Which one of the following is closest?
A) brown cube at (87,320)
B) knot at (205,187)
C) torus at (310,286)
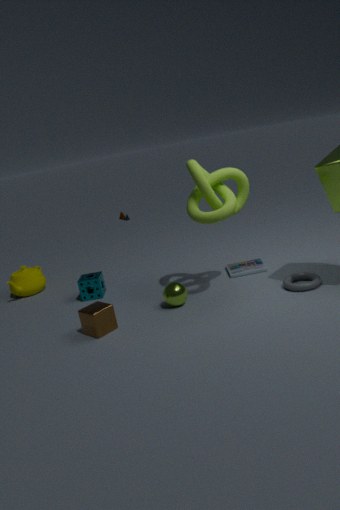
brown cube at (87,320)
